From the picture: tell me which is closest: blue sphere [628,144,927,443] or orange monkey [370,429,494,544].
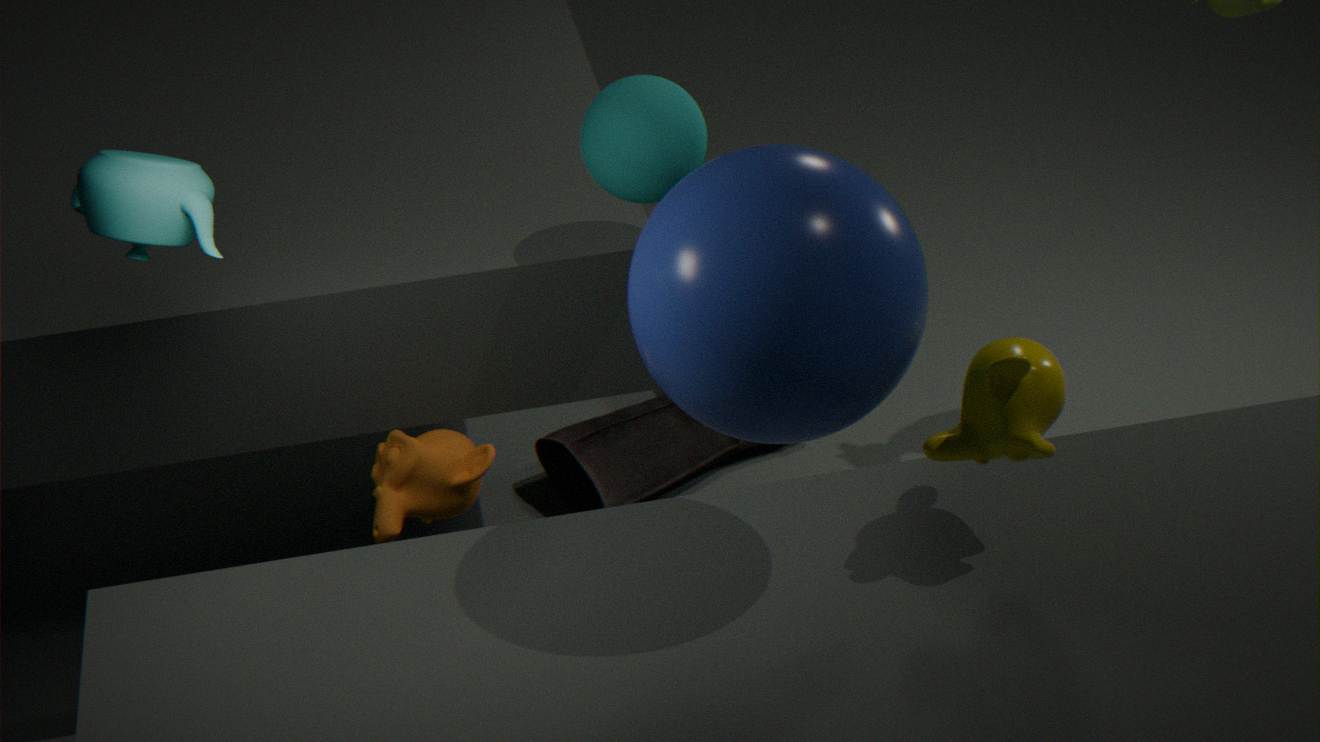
blue sphere [628,144,927,443]
